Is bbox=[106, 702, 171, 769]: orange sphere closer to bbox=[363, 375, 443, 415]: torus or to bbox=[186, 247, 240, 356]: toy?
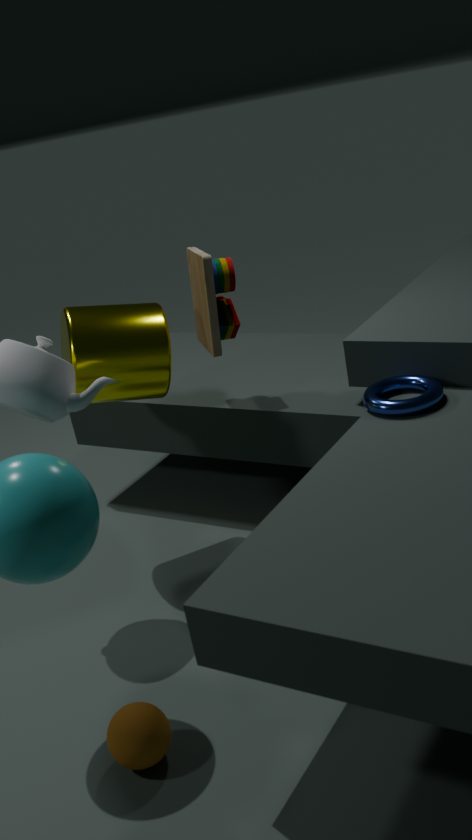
bbox=[363, 375, 443, 415]: torus
